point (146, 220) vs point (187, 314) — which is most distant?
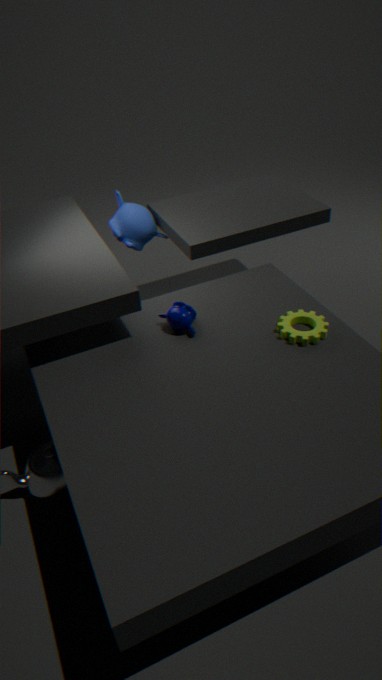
point (146, 220)
